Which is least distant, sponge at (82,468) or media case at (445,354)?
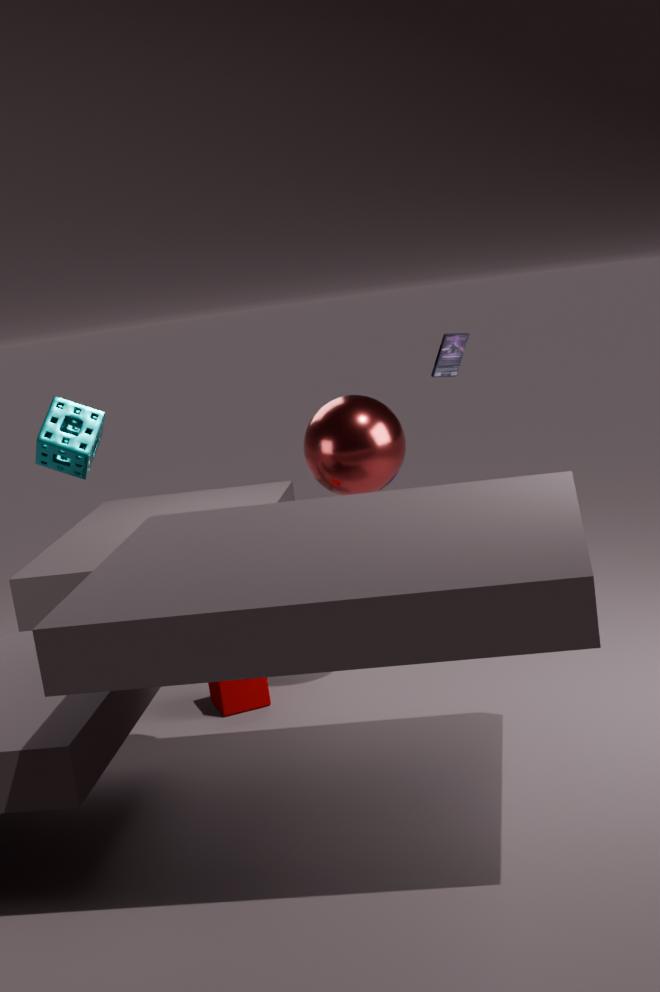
sponge at (82,468)
